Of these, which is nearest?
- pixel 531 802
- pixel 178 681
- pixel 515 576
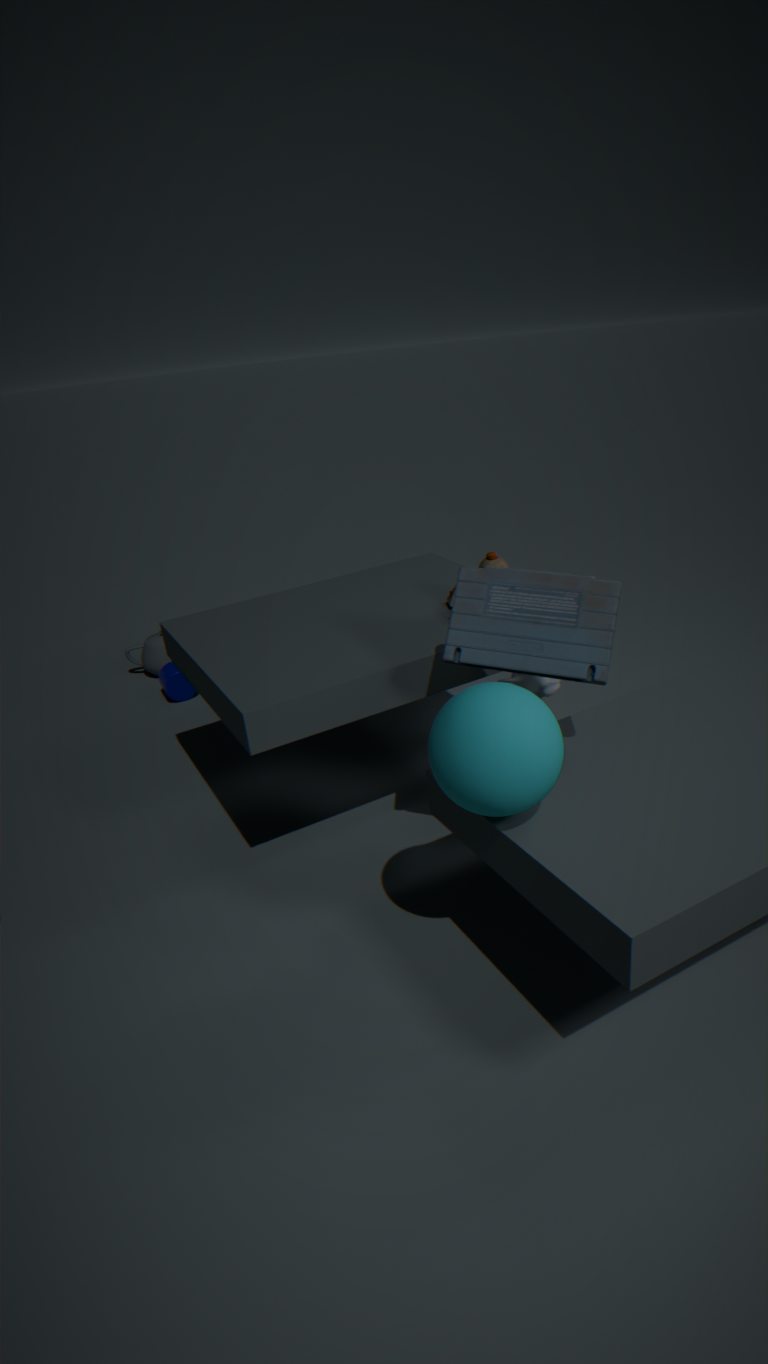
pixel 531 802
